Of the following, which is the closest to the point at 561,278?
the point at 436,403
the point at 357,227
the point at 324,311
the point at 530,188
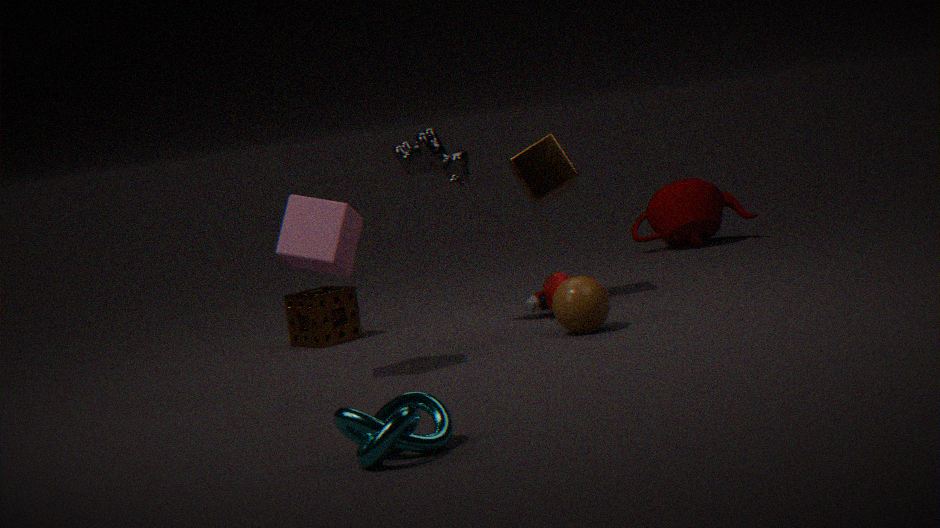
the point at 530,188
